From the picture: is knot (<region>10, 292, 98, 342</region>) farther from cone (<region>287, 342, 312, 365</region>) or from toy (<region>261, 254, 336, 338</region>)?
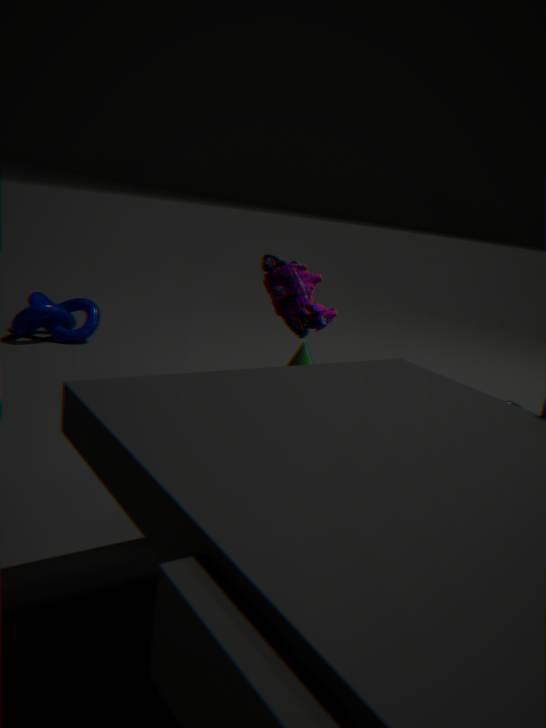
toy (<region>261, 254, 336, 338</region>)
